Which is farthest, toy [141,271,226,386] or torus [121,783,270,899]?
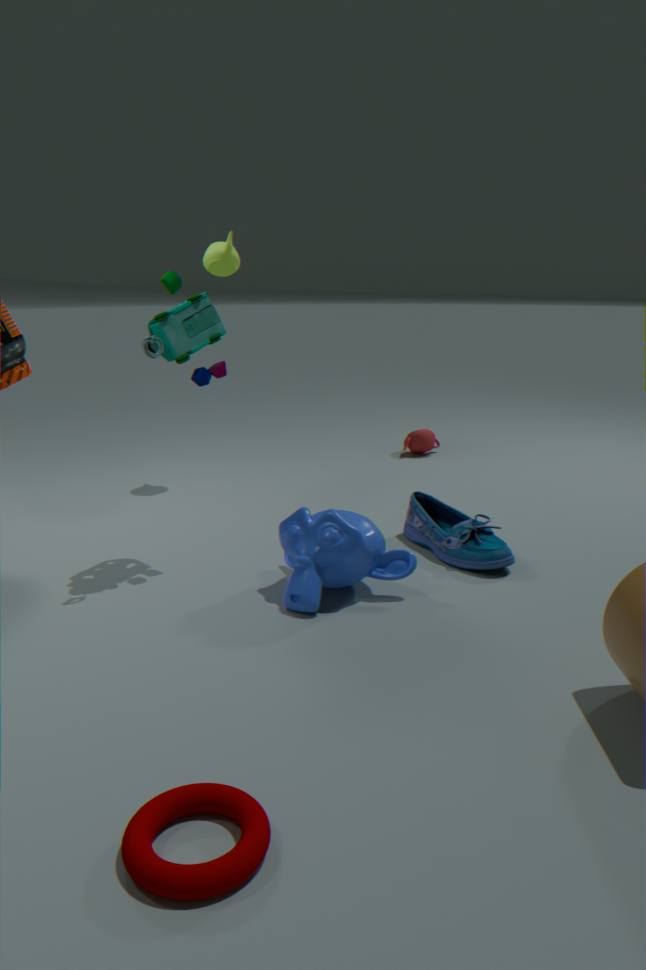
toy [141,271,226,386]
